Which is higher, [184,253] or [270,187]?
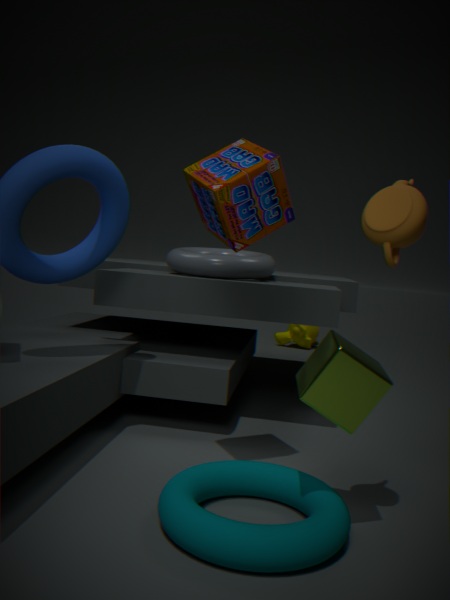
[270,187]
